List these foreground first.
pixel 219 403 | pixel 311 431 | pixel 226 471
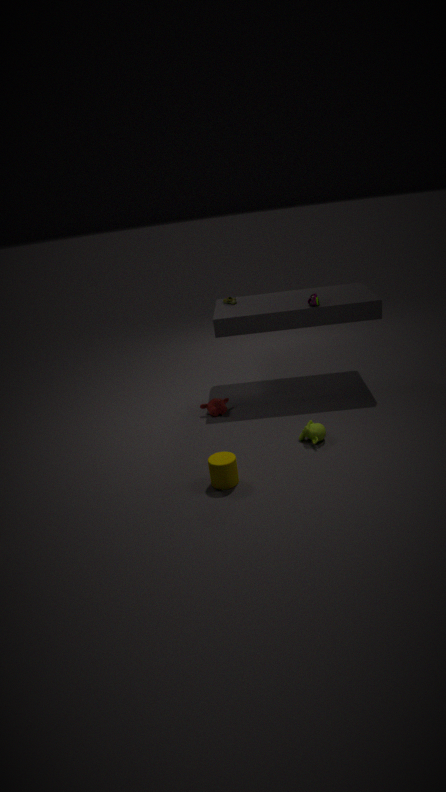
pixel 226 471 < pixel 311 431 < pixel 219 403
